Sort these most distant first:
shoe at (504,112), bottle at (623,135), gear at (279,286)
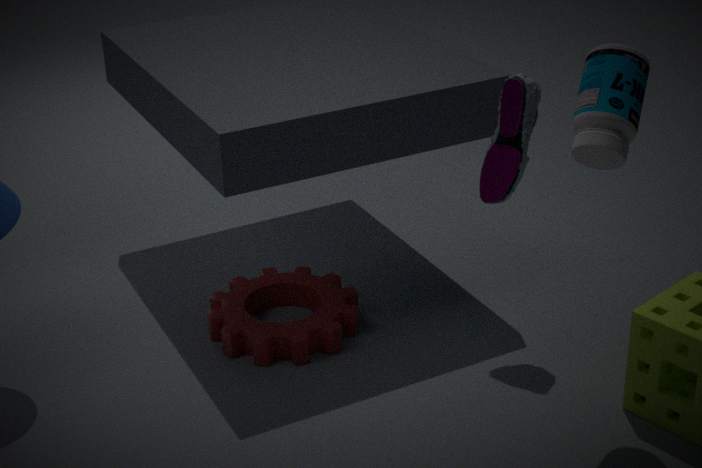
gear at (279,286), shoe at (504,112), bottle at (623,135)
